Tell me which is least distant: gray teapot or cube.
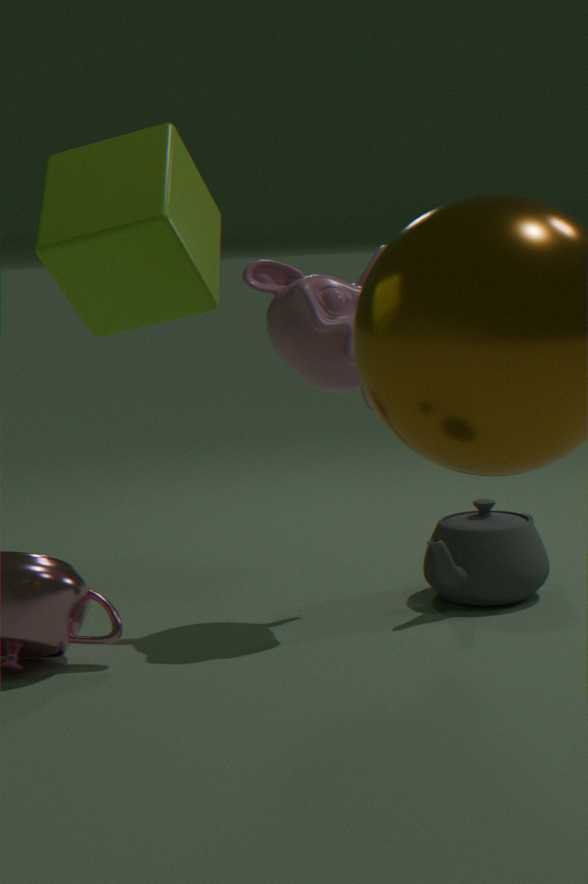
cube
